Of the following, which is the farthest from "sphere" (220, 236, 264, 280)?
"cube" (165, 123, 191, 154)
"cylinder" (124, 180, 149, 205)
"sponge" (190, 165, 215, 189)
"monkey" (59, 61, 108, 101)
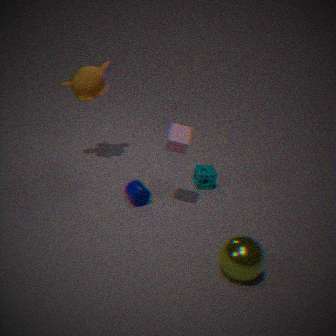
"monkey" (59, 61, 108, 101)
